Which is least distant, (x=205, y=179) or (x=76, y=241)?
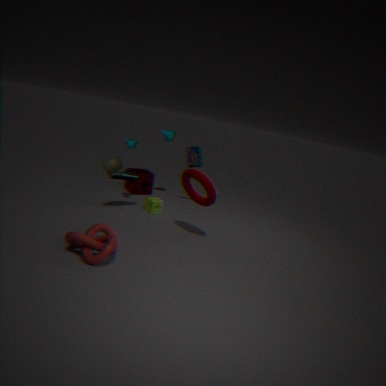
(x=76, y=241)
